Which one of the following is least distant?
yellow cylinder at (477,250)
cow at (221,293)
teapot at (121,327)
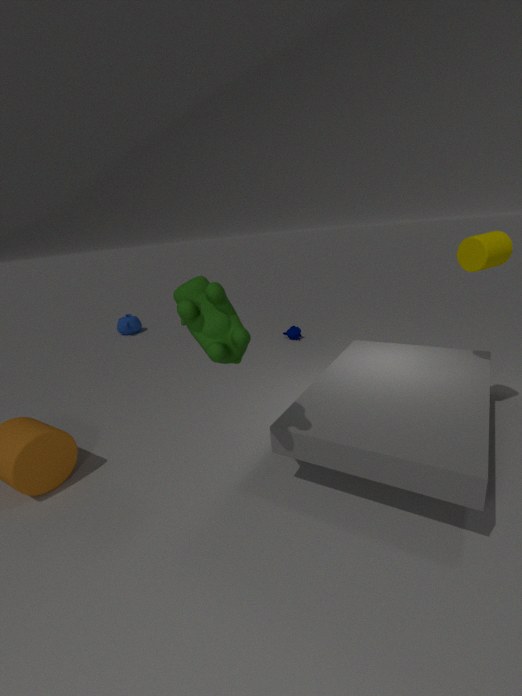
cow at (221,293)
